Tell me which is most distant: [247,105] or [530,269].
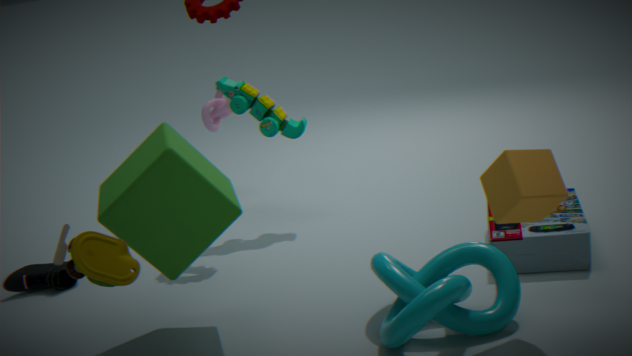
[247,105]
